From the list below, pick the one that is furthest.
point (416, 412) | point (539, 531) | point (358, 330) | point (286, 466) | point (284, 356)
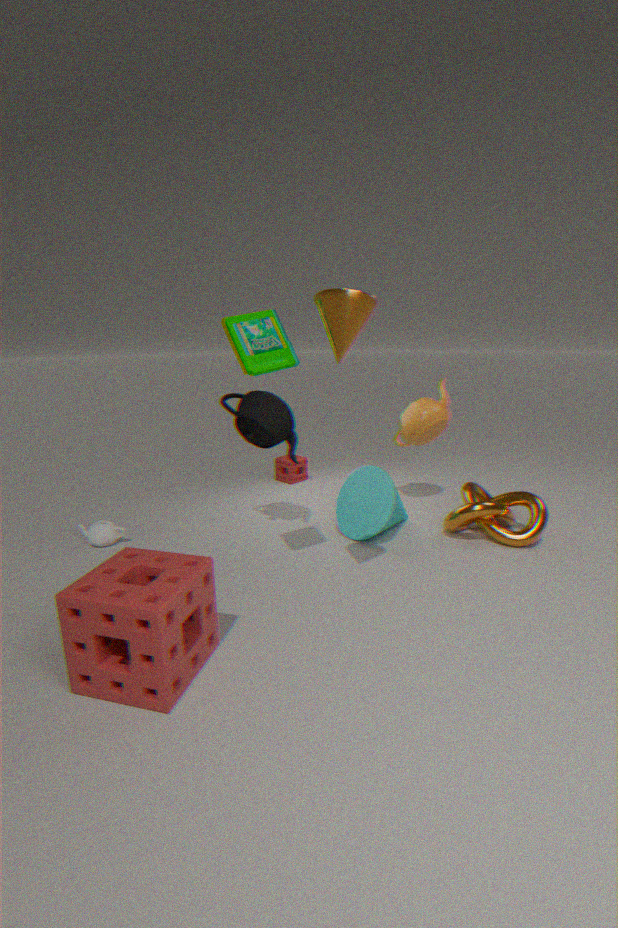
point (286, 466)
